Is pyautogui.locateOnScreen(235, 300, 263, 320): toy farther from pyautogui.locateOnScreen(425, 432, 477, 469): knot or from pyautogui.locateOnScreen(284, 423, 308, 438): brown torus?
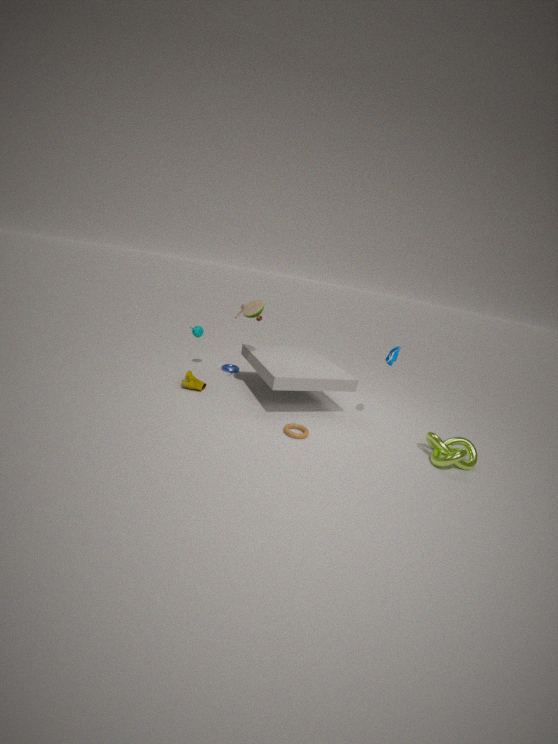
pyautogui.locateOnScreen(425, 432, 477, 469): knot
